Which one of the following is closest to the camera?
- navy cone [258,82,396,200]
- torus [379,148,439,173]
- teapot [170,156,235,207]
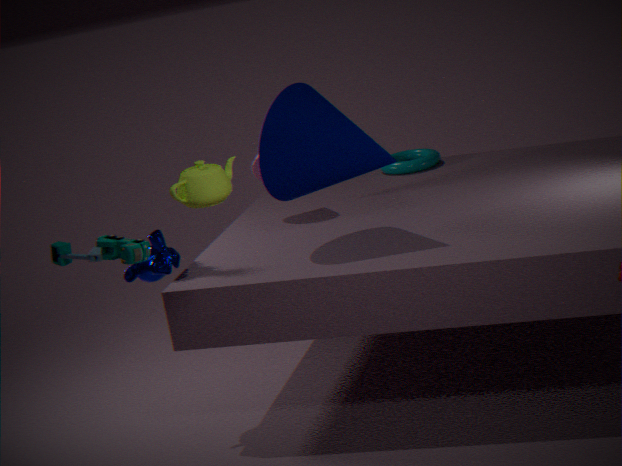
teapot [170,156,235,207]
